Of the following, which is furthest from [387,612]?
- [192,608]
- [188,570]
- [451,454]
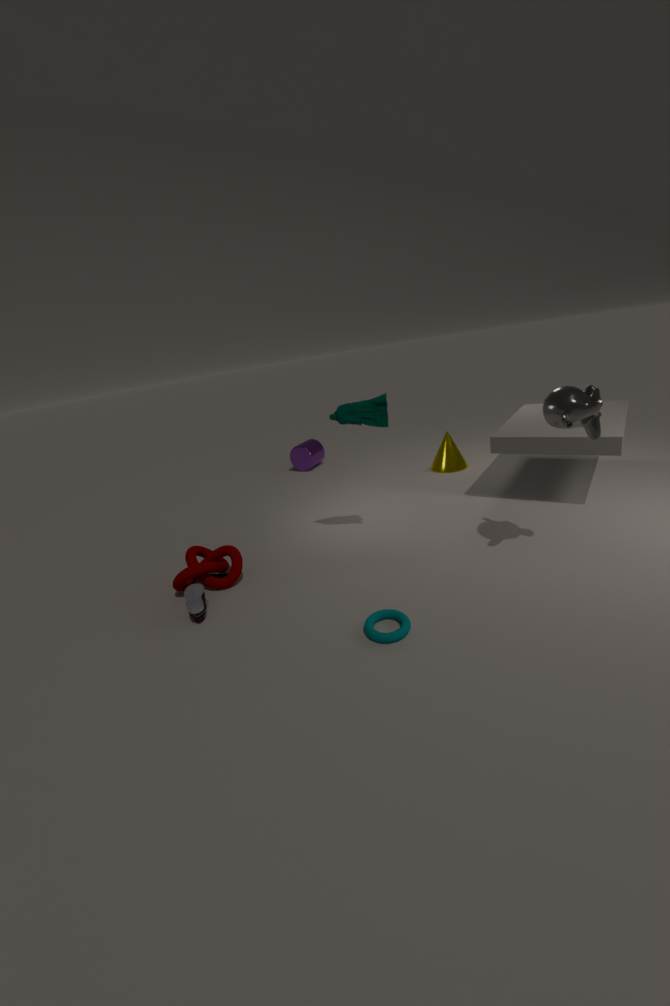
[451,454]
